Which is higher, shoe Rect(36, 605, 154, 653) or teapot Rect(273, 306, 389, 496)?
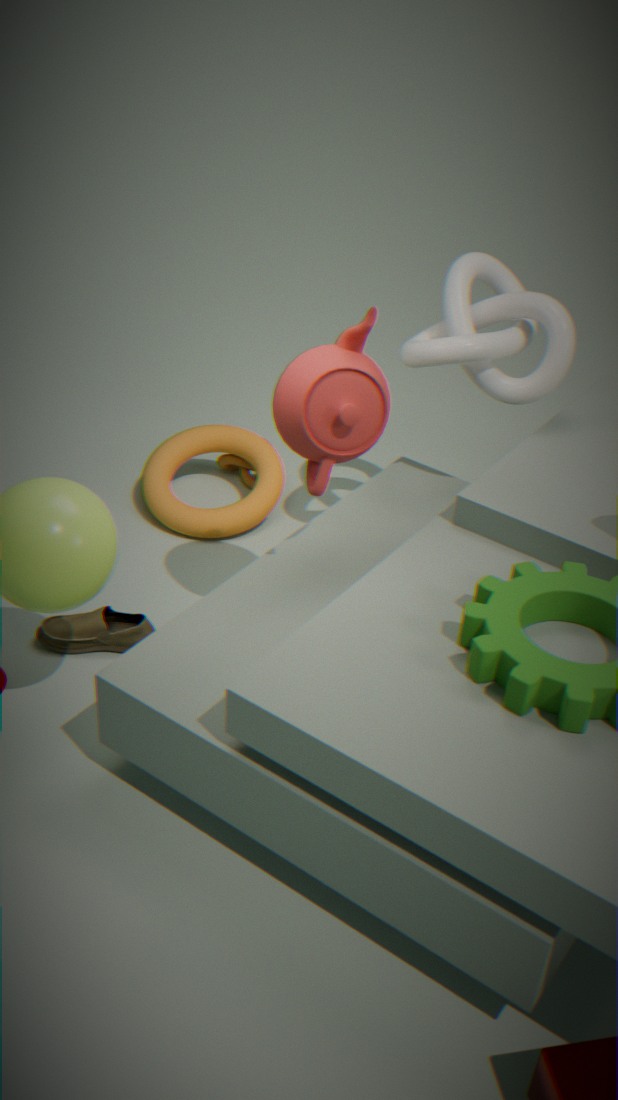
teapot Rect(273, 306, 389, 496)
